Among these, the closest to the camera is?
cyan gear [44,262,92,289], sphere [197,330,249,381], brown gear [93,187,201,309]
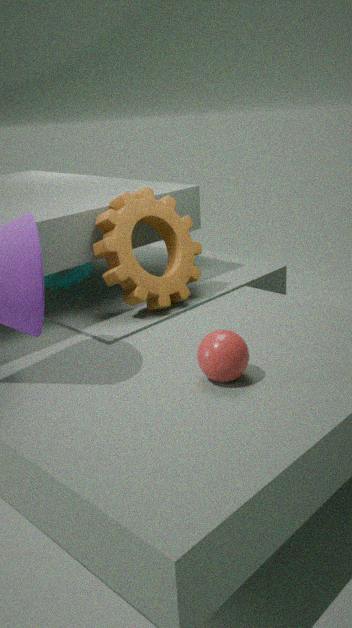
sphere [197,330,249,381]
